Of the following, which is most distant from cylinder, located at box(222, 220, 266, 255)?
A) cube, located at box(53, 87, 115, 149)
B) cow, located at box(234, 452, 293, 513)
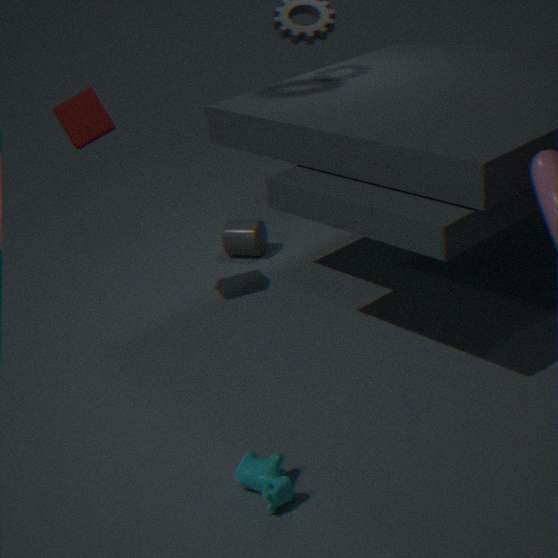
cow, located at box(234, 452, 293, 513)
